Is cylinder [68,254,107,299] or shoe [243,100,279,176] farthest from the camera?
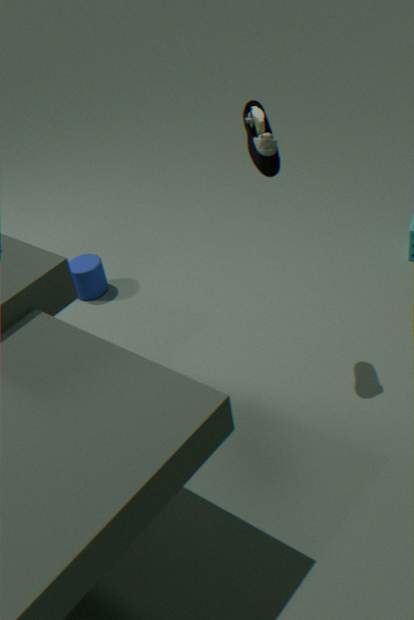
cylinder [68,254,107,299]
